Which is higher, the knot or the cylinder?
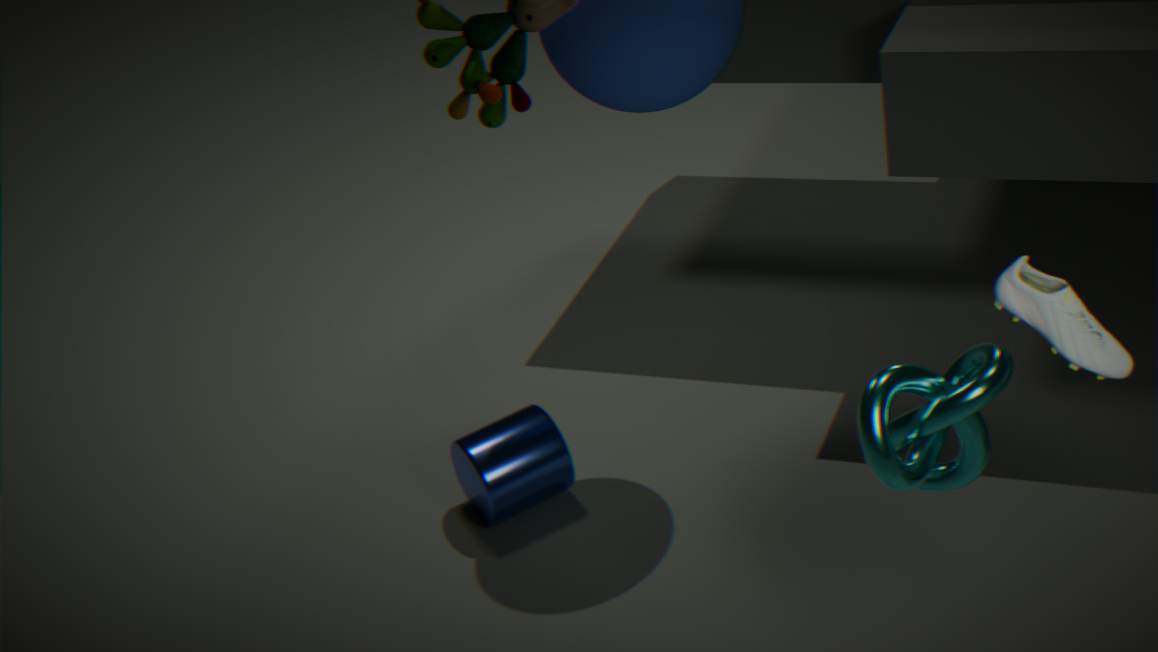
the knot
